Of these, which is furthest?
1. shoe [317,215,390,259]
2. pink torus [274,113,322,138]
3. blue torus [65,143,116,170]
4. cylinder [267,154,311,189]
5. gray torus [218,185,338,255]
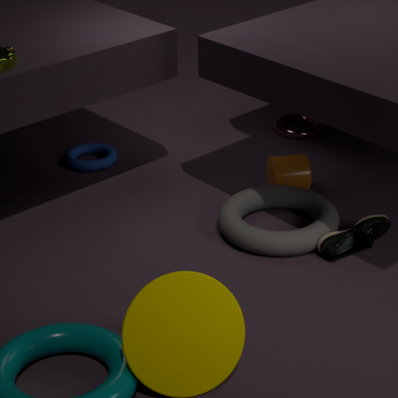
pink torus [274,113,322,138]
